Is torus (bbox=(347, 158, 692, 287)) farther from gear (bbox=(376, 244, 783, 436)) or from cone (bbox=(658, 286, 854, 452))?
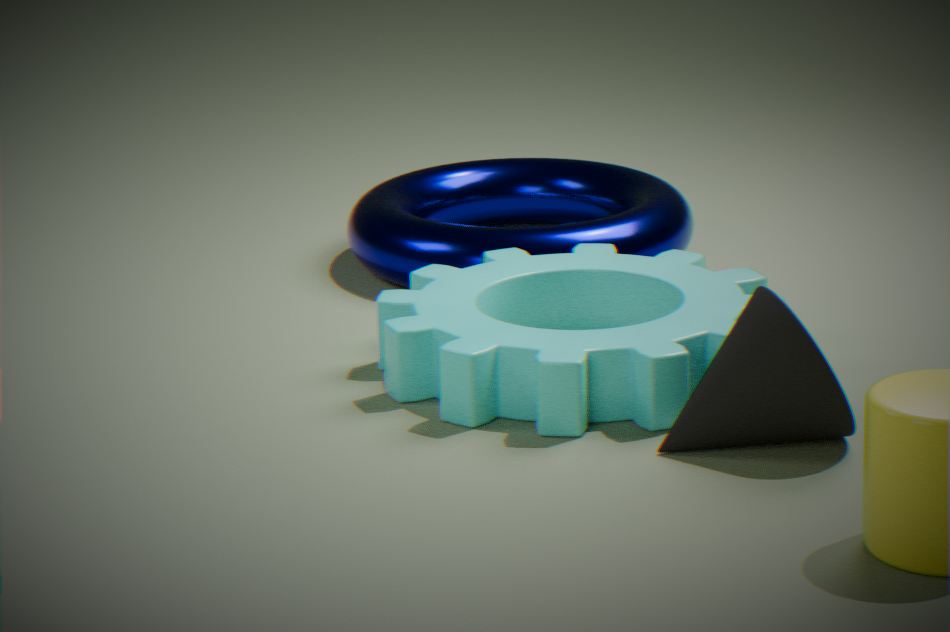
cone (bbox=(658, 286, 854, 452))
